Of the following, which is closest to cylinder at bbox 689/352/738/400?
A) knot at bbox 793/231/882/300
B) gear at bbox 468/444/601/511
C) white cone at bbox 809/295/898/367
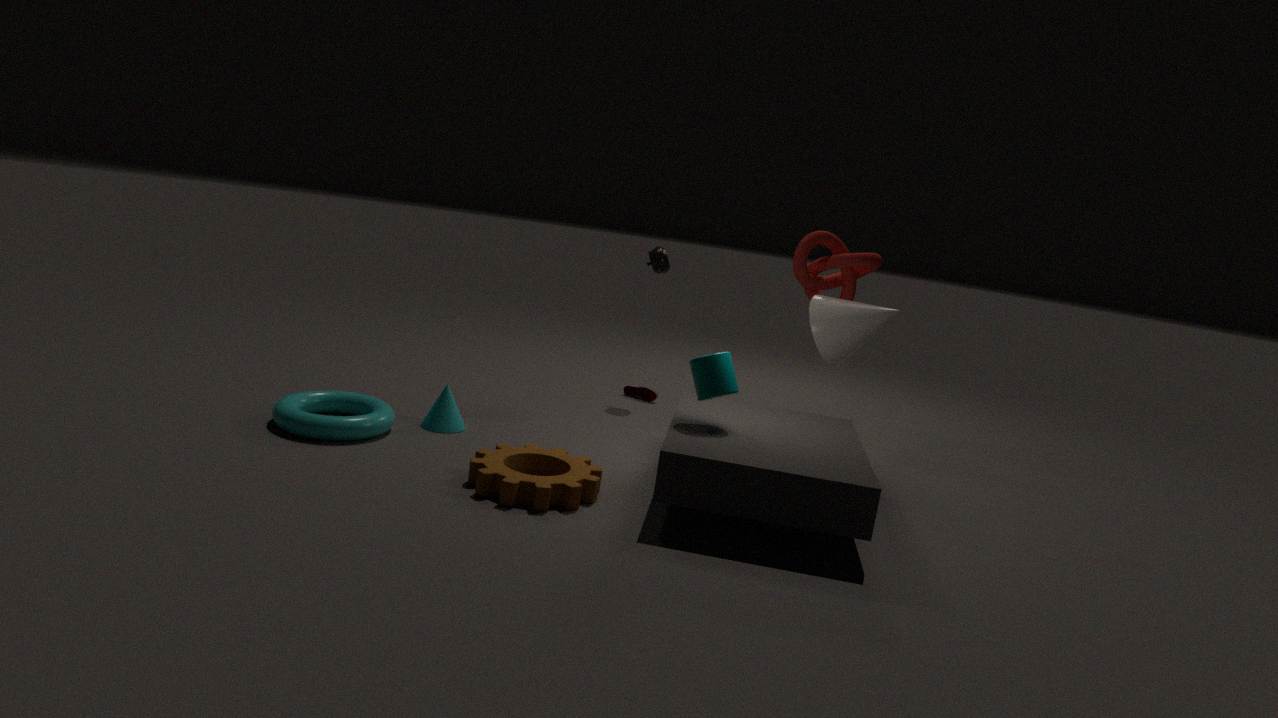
gear at bbox 468/444/601/511
